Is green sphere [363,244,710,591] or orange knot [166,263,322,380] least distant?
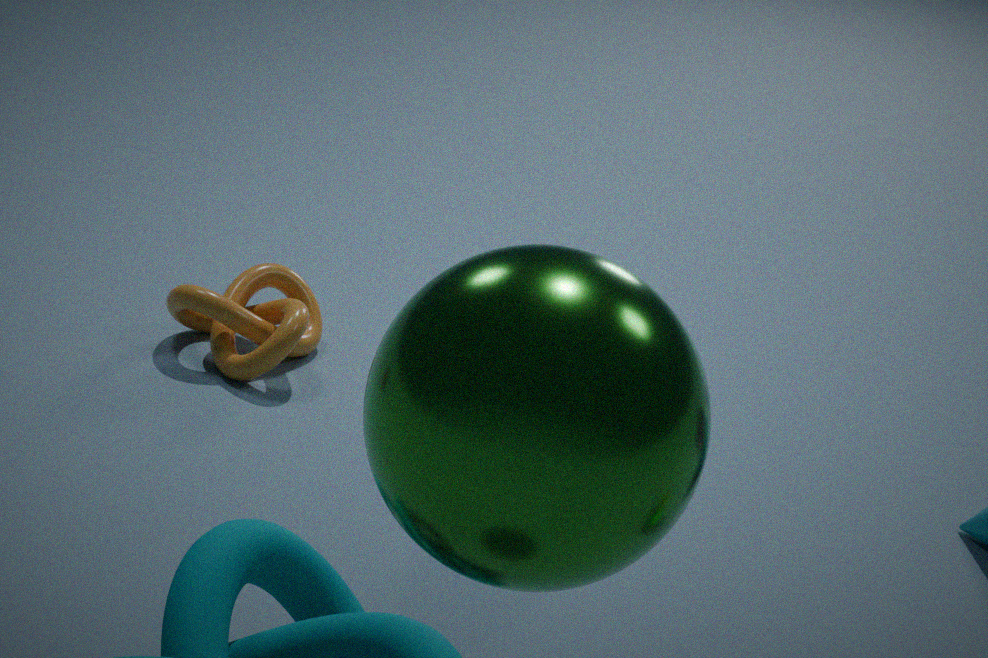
green sphere [363,244,710,591]
